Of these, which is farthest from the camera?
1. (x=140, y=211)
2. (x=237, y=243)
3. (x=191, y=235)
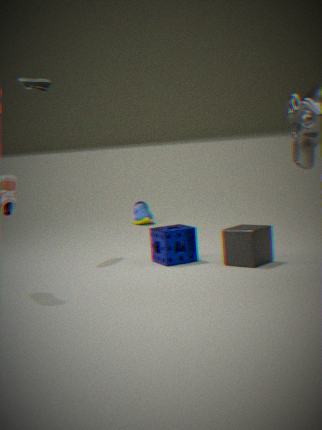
(x=140, y=211)
